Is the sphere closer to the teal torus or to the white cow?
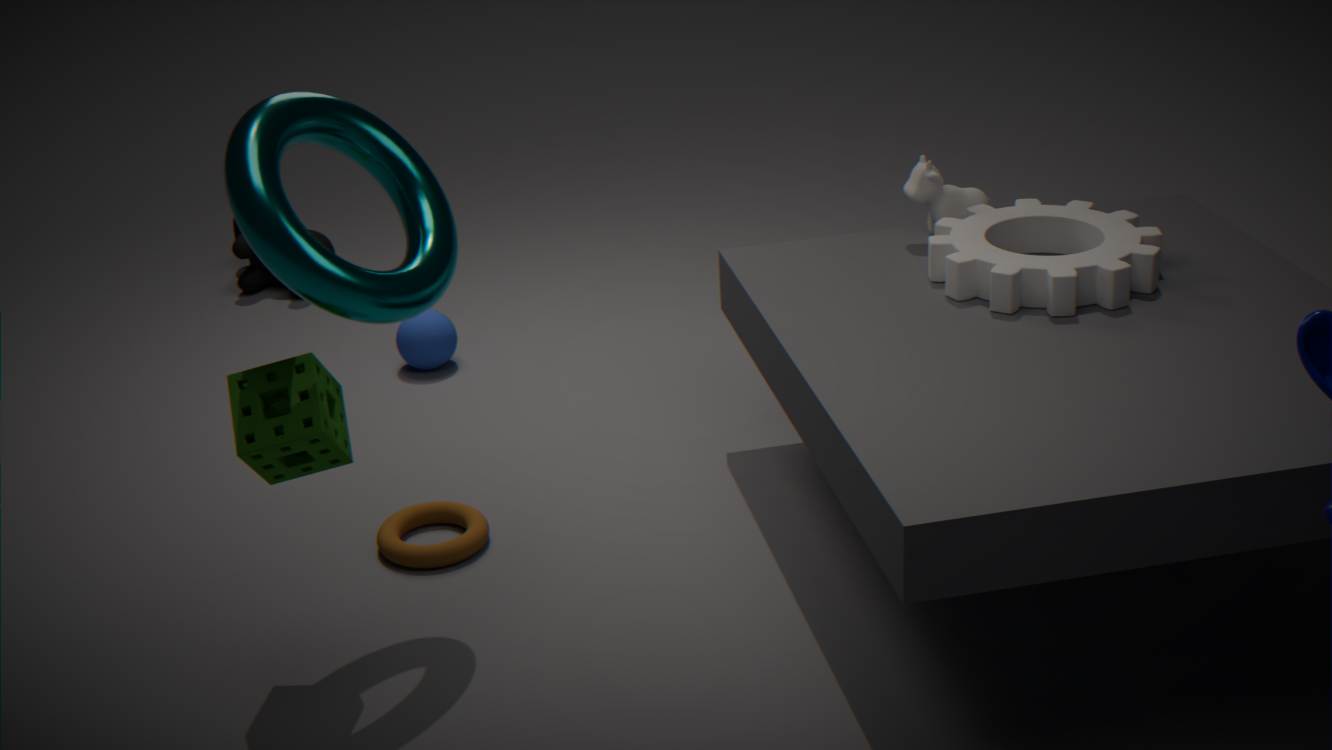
the teal torus
